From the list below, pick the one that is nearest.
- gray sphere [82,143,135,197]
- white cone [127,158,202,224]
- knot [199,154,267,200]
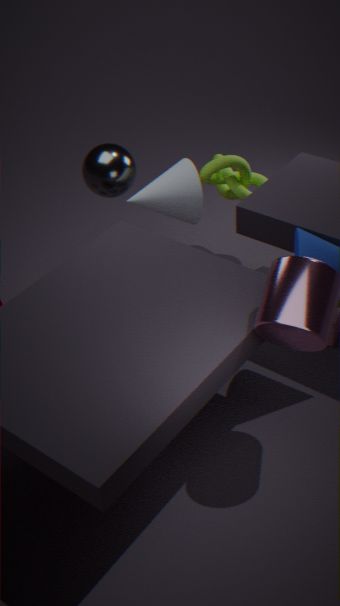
white cone [127,158,202,224]
